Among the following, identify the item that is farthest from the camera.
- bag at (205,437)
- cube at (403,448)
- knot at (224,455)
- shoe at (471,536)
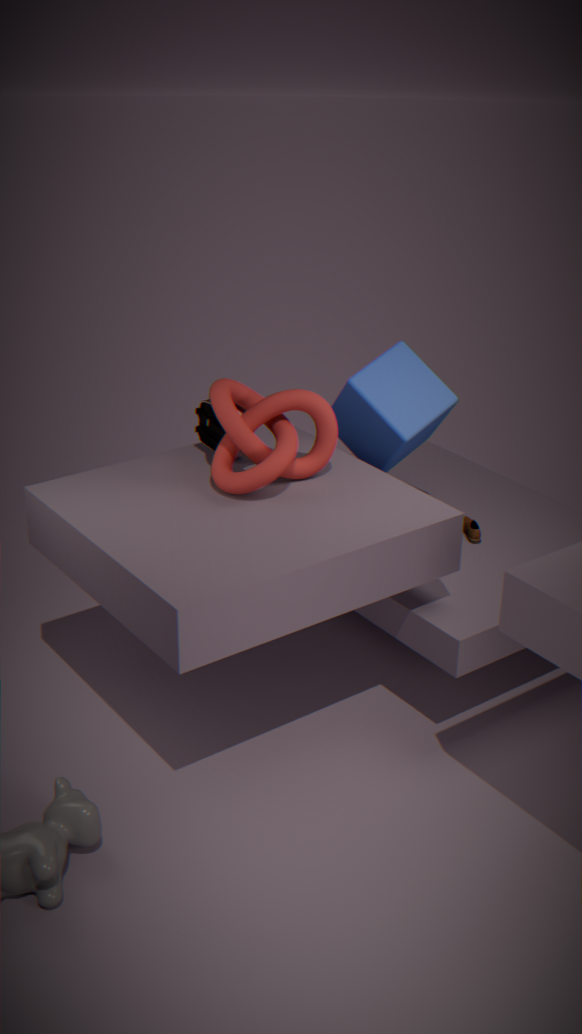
shoe at (471,536)
